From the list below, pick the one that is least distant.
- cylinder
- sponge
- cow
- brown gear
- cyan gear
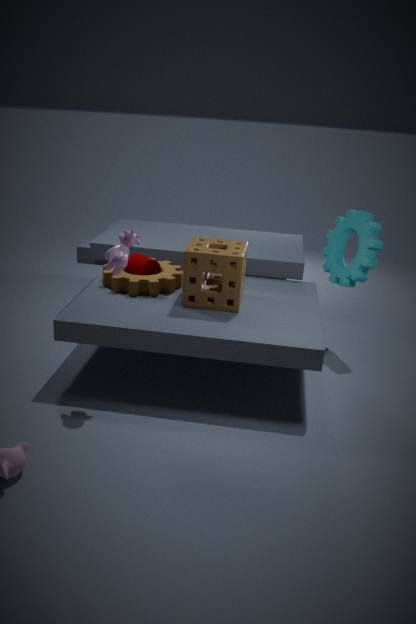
cow
